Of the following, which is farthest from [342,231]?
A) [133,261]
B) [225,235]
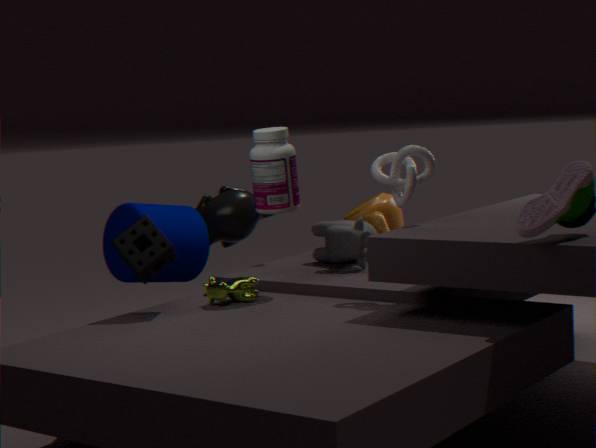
[133,261]
